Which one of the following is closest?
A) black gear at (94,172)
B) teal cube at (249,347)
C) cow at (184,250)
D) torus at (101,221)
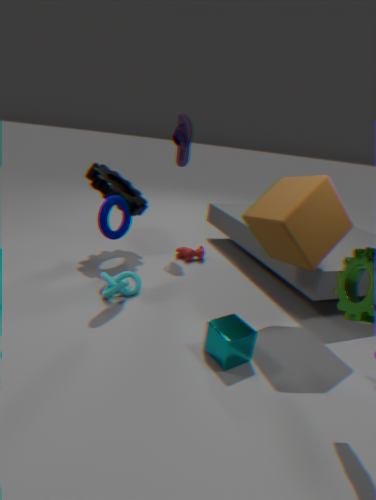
teal cube at (249,347)
